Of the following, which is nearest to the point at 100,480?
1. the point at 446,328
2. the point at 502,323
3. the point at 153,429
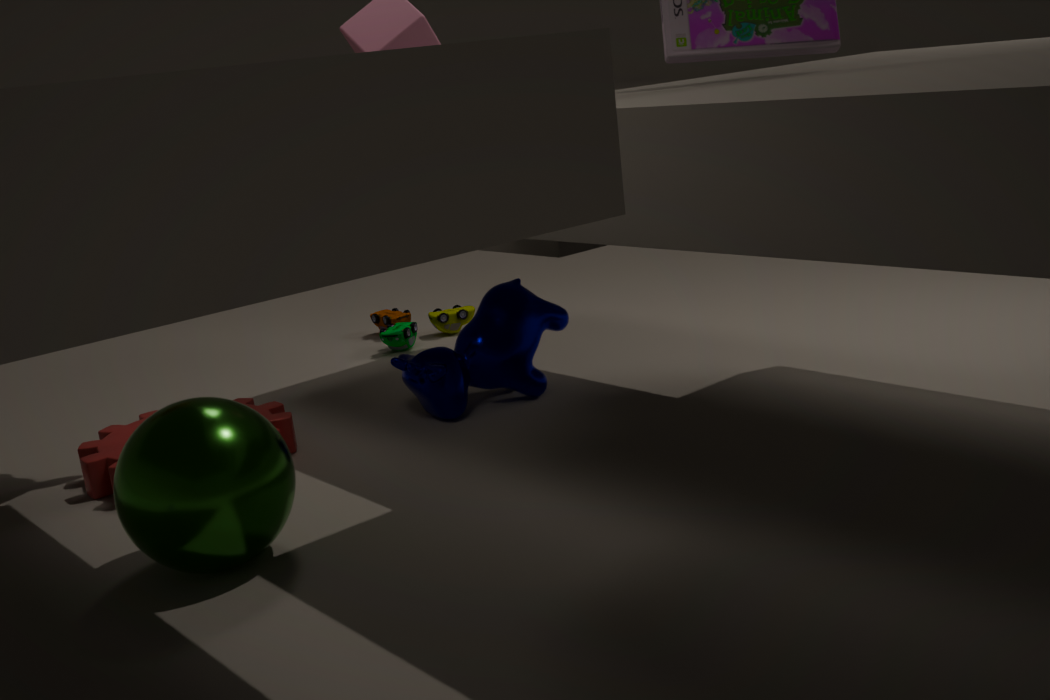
the point at 153,429
